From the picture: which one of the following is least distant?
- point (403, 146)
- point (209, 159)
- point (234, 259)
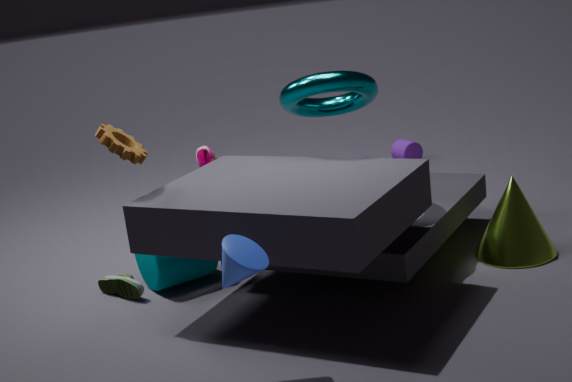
point (234, 259)
